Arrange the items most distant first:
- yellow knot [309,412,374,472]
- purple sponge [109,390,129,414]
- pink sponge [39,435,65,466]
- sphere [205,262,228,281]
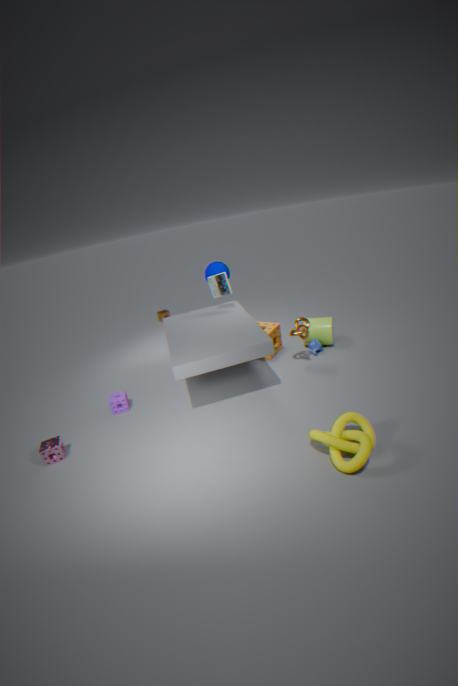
sphere [205,262,228,281], purple sponge [109,390,129,414], pink sponge [39,435,65,466], yellow knot [309,412,374,472]
